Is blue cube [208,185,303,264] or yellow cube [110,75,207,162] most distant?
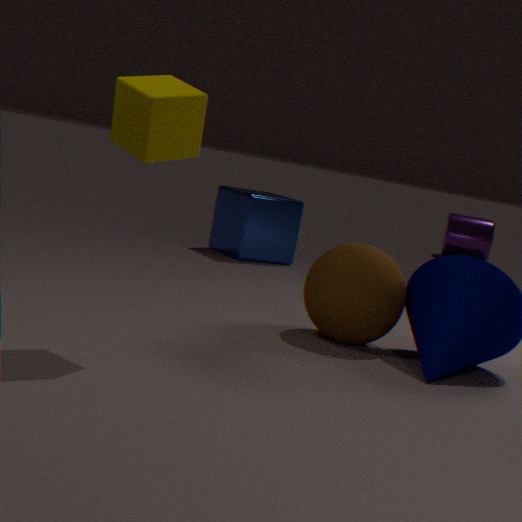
blue cube [208,185,303,264]
